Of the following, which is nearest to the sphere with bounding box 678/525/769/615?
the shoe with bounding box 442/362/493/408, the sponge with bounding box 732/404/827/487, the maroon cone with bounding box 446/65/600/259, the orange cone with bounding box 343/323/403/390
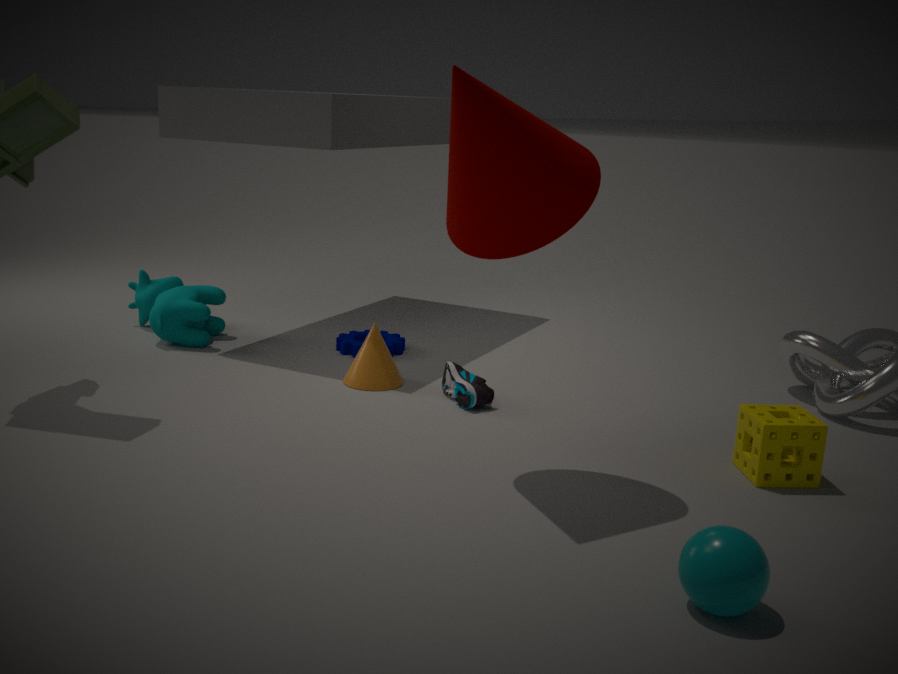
the sponge with bounding box 732/404/827/487
